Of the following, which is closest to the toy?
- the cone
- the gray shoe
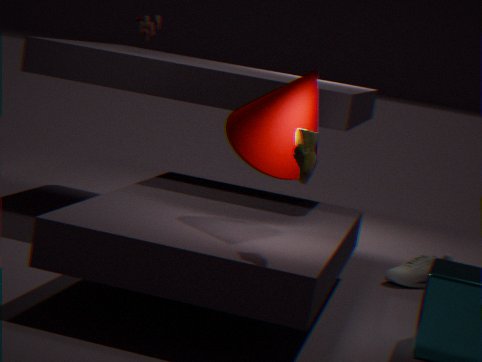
the cone
